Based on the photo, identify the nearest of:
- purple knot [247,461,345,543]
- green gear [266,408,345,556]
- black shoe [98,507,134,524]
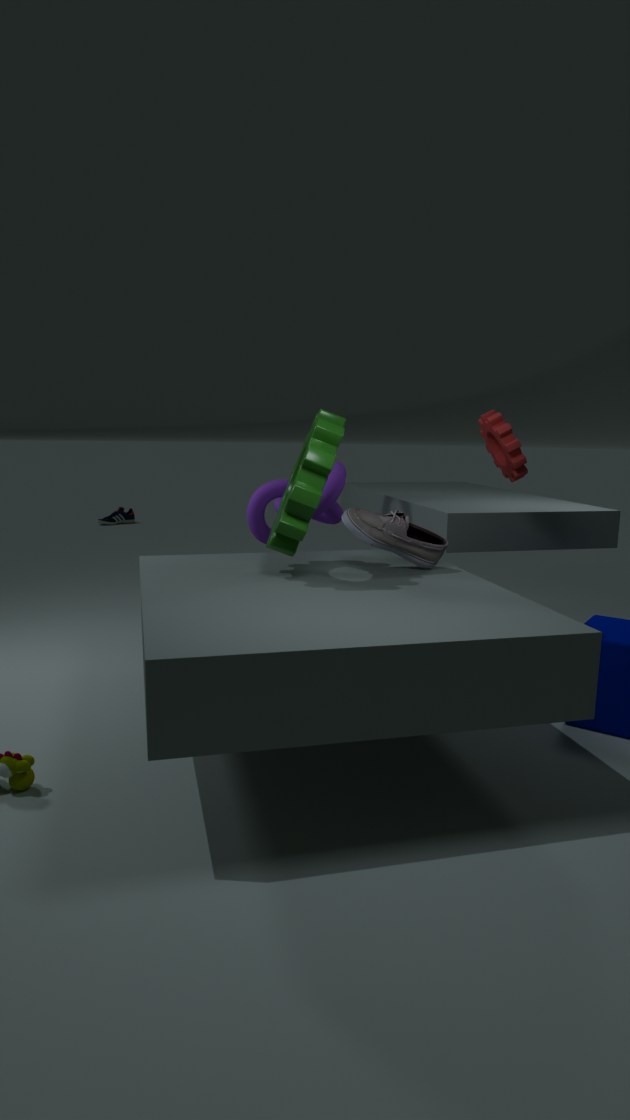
green gear [266,408,345,556]
